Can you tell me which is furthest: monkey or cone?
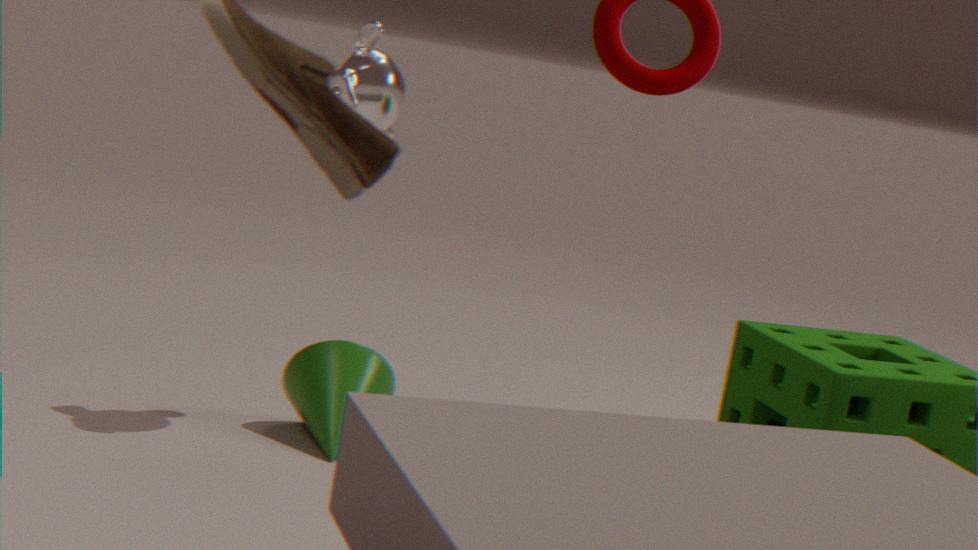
cone
